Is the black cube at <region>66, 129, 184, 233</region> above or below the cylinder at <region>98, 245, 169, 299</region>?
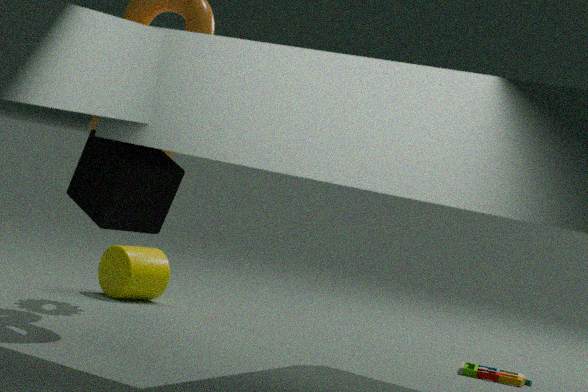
above
